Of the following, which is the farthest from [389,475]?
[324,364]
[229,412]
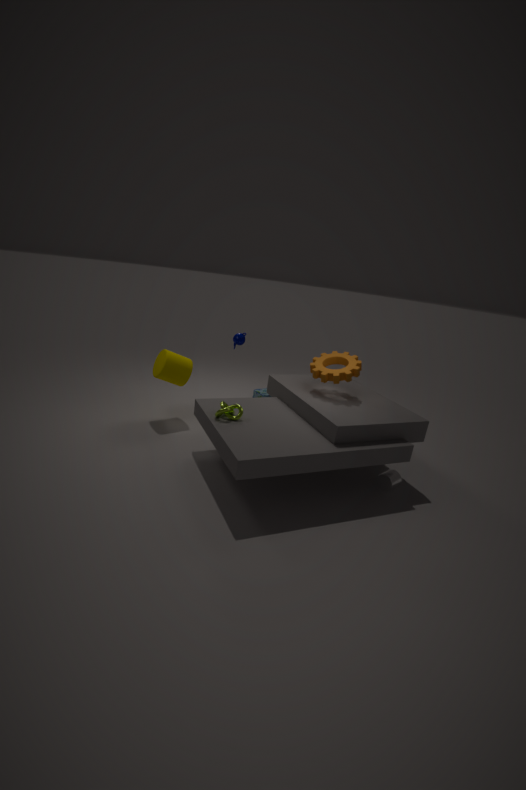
[229,412]
